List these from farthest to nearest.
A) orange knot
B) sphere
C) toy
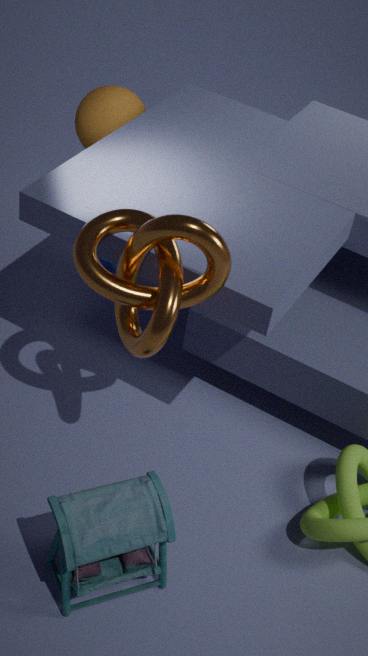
sphere → toy → orange knot
